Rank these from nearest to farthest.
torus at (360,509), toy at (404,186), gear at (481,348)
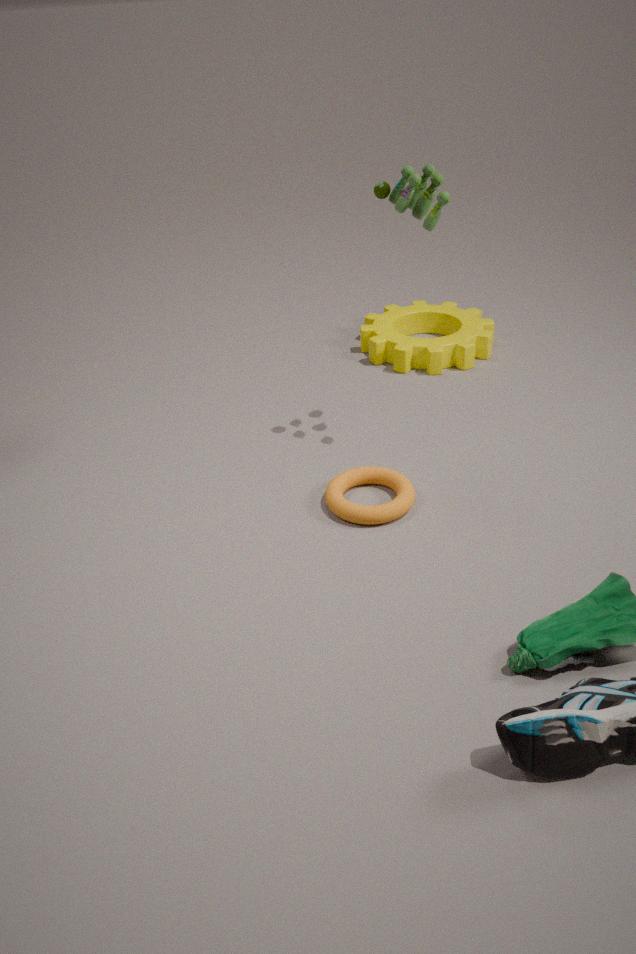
toy at (404,186)
torus at (360,509)
gear at (481,348)
